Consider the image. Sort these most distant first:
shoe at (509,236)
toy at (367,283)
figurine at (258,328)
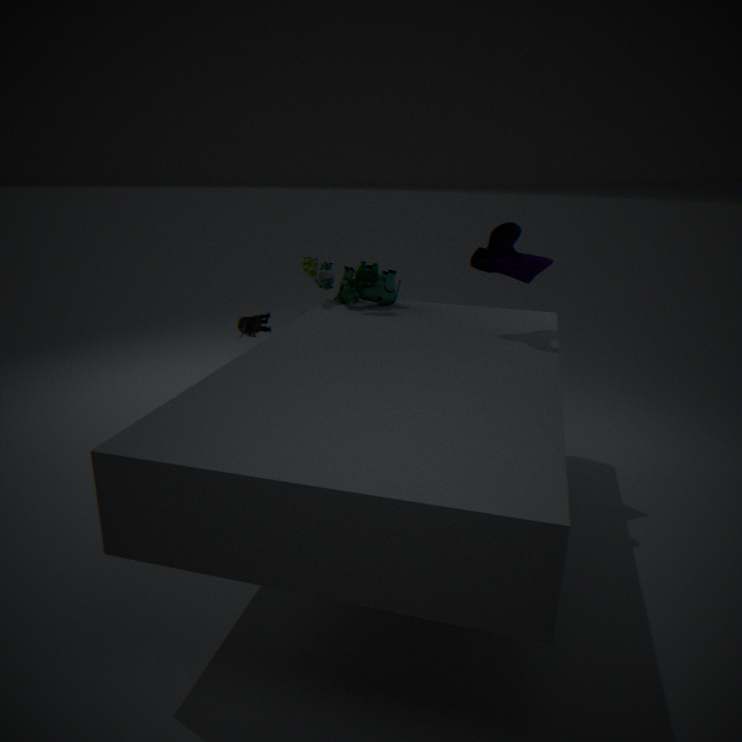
toy at (367,283)
figurine at (258,328)
shoe at (509,236)
